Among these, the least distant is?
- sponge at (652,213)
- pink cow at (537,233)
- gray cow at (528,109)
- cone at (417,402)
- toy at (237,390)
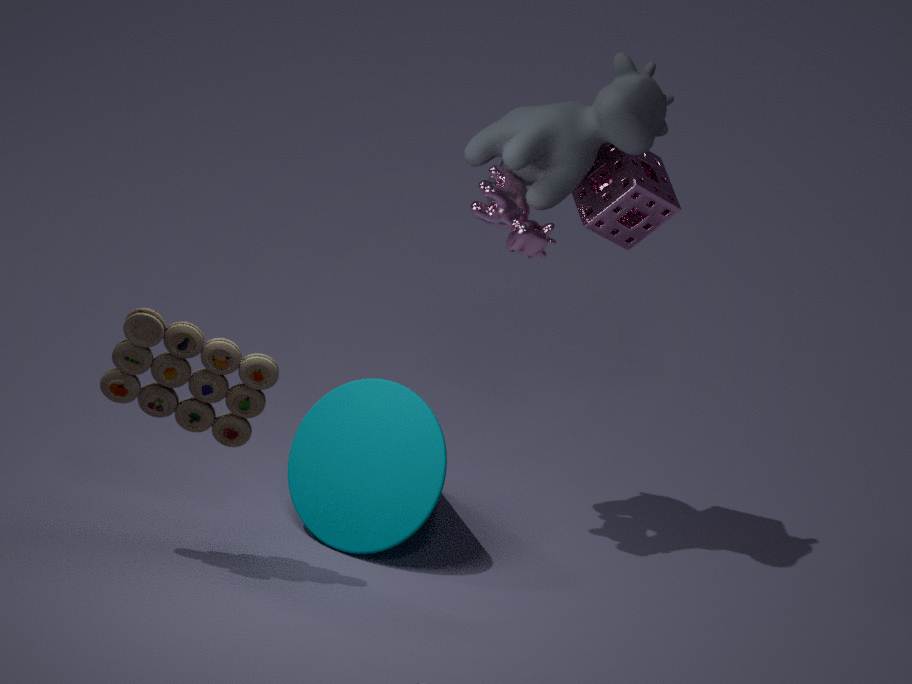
toy at (237,390)
